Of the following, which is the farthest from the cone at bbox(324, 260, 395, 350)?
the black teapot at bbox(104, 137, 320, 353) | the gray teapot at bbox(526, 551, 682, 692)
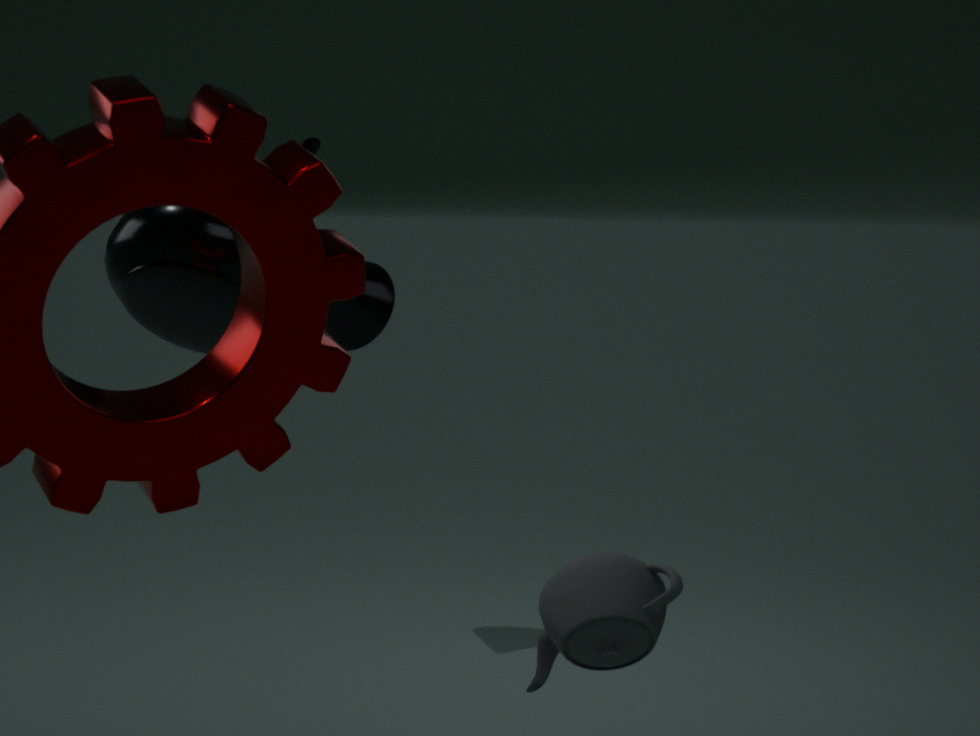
the gray teapot at bbox(526, 551, 682, 692)
